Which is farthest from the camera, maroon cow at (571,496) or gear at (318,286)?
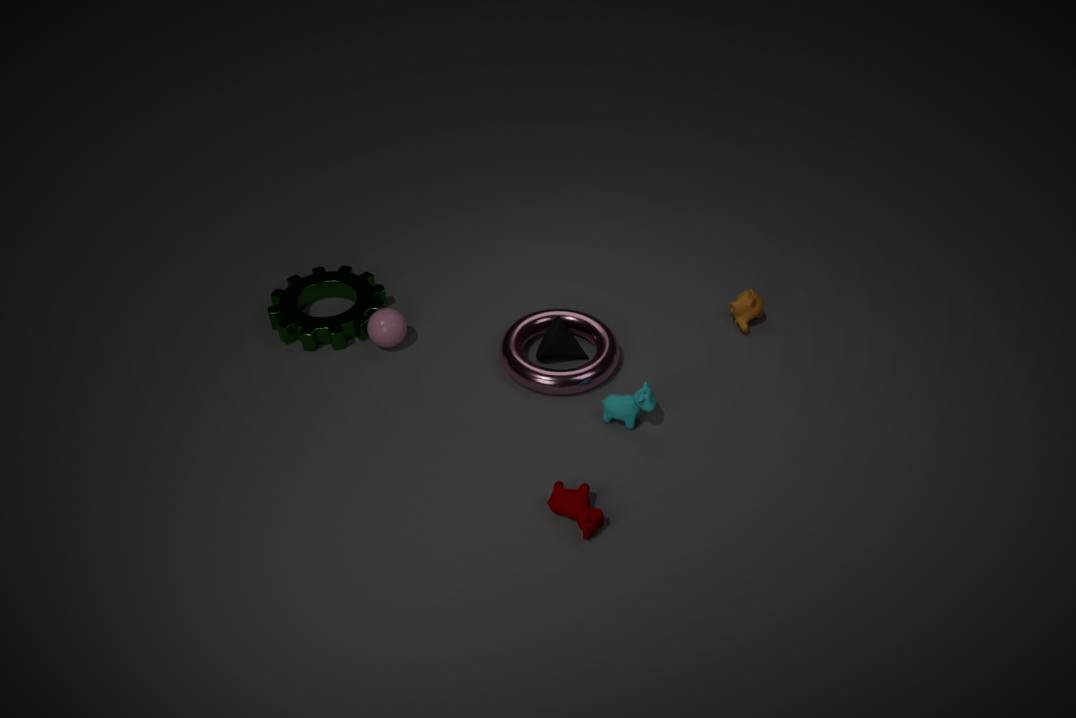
gear at (318,286)
